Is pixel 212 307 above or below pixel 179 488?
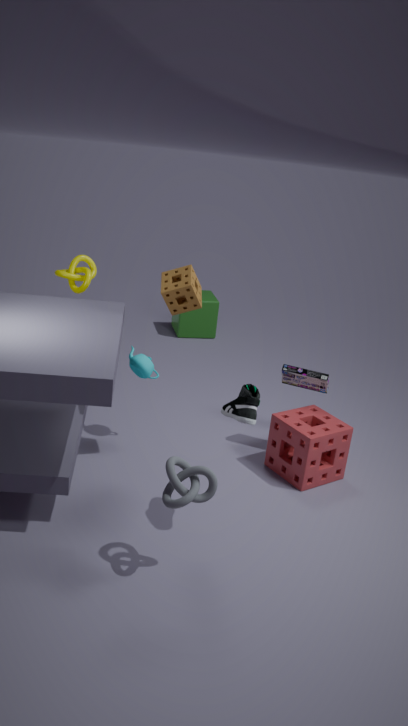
below
